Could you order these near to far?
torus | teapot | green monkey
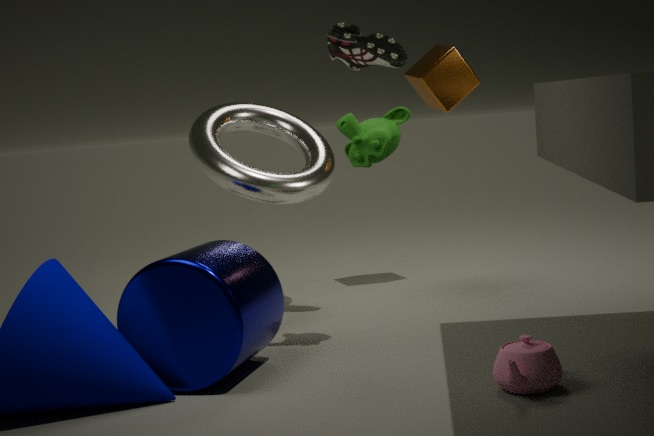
teapot
green monkey
torus
